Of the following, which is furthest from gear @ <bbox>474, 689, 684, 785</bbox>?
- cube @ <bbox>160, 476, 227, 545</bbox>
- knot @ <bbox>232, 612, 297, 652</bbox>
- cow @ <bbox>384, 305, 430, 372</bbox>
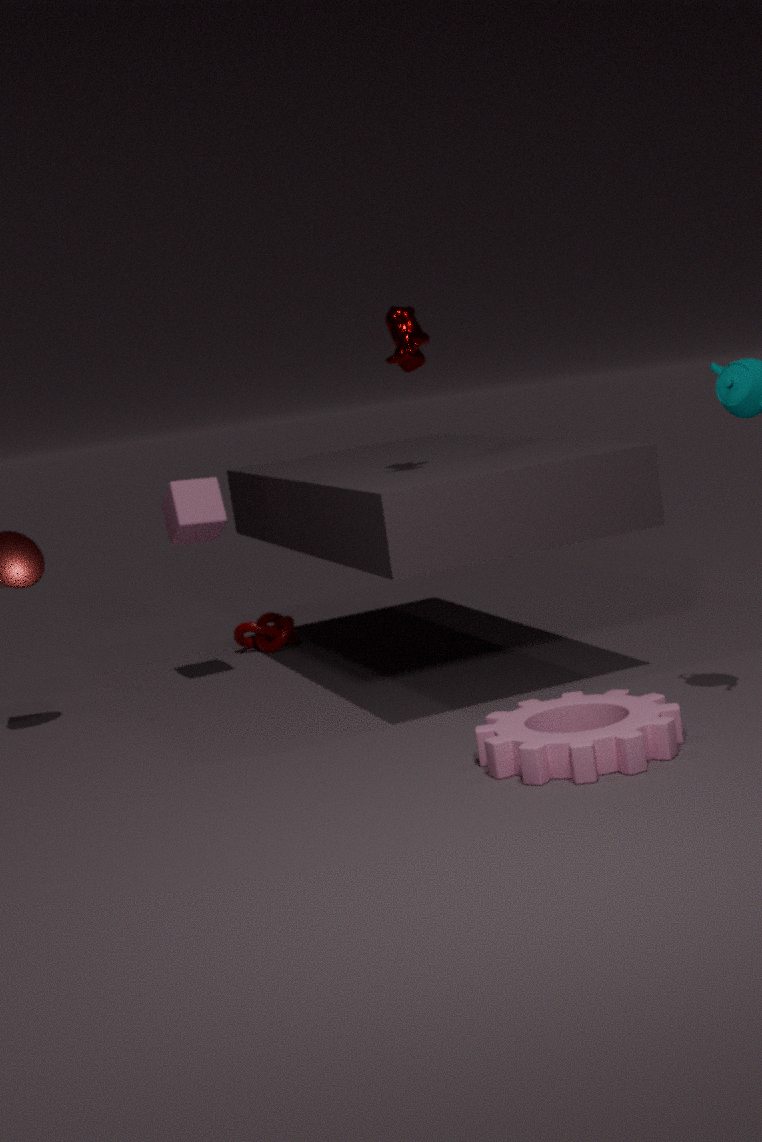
knot @ <bbox>232, 612, 297, 652</bbox>
